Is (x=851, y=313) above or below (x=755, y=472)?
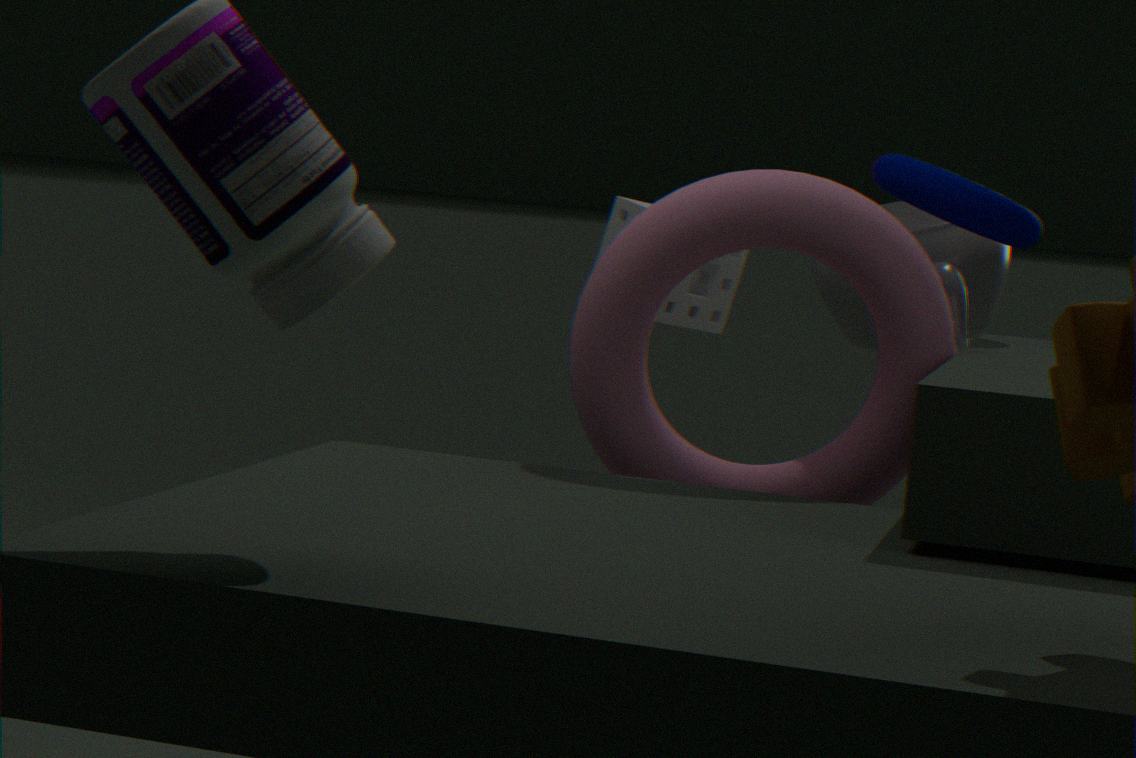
above
